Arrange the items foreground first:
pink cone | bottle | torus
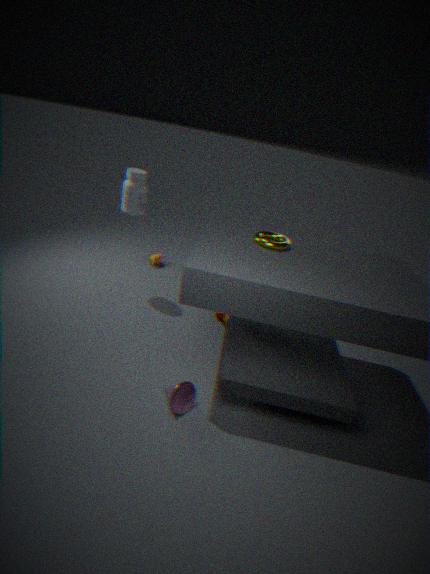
1. pink cone
2. torus
3. bottle
